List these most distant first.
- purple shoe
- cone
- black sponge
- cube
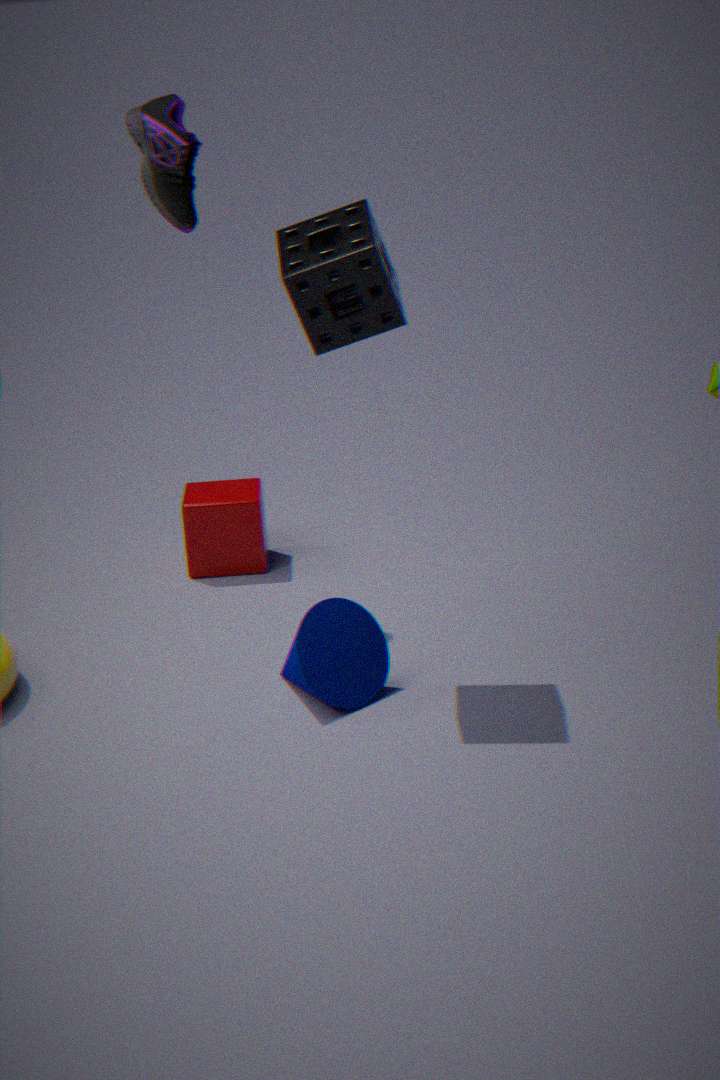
cube < purple shoe < cone < black sponge
